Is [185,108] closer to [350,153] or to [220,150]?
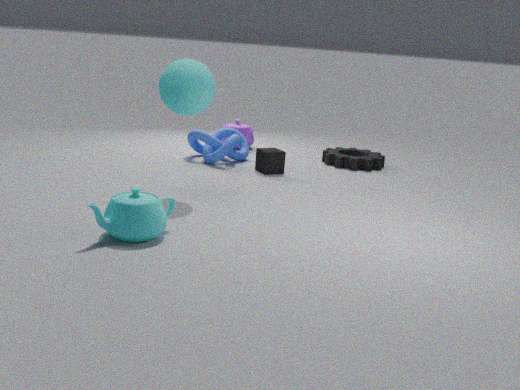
[220,150]
